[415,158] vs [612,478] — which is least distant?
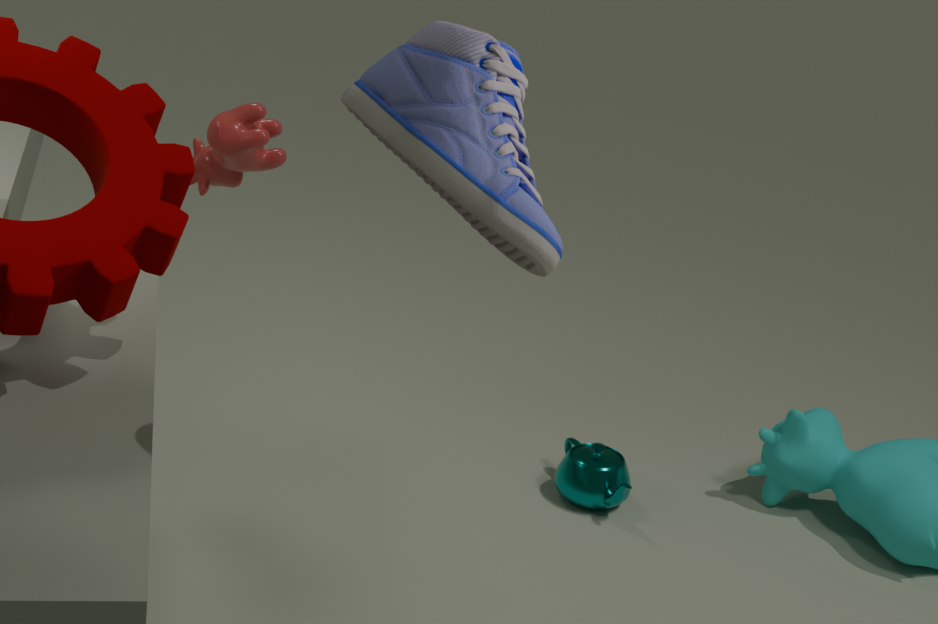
[415,158]
